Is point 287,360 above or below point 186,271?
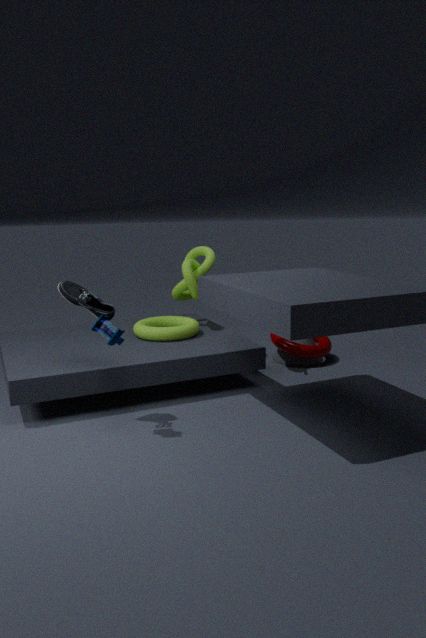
below
